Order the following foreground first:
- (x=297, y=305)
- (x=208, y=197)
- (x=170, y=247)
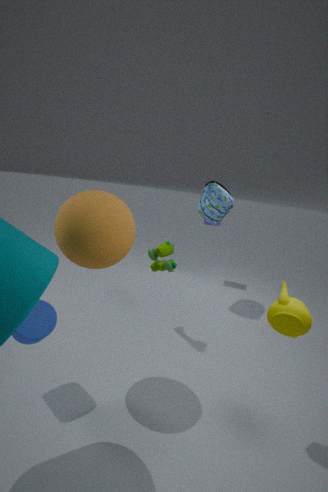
(x=297, y=305) < (x=170, y=247) < (x=208, y=197)
